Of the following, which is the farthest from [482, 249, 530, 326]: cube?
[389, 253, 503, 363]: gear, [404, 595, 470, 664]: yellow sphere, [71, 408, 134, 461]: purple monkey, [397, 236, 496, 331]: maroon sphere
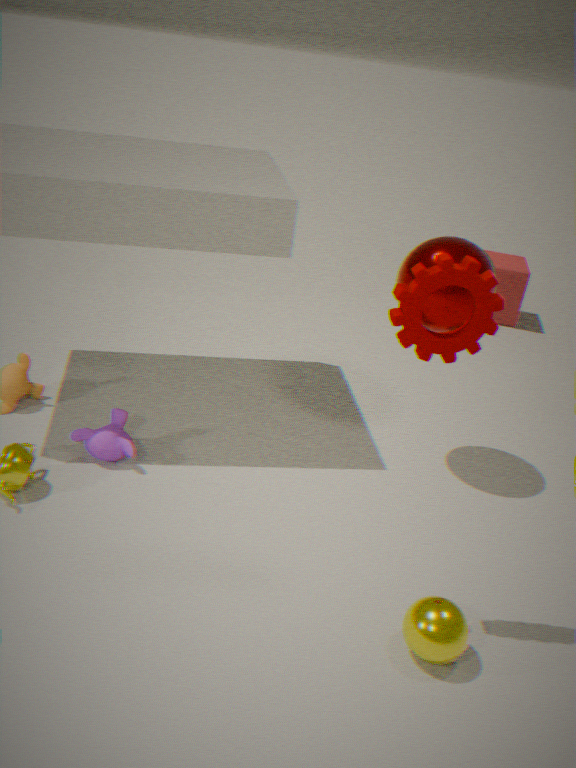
[404, 595, 470, 664]: yellow sphere
